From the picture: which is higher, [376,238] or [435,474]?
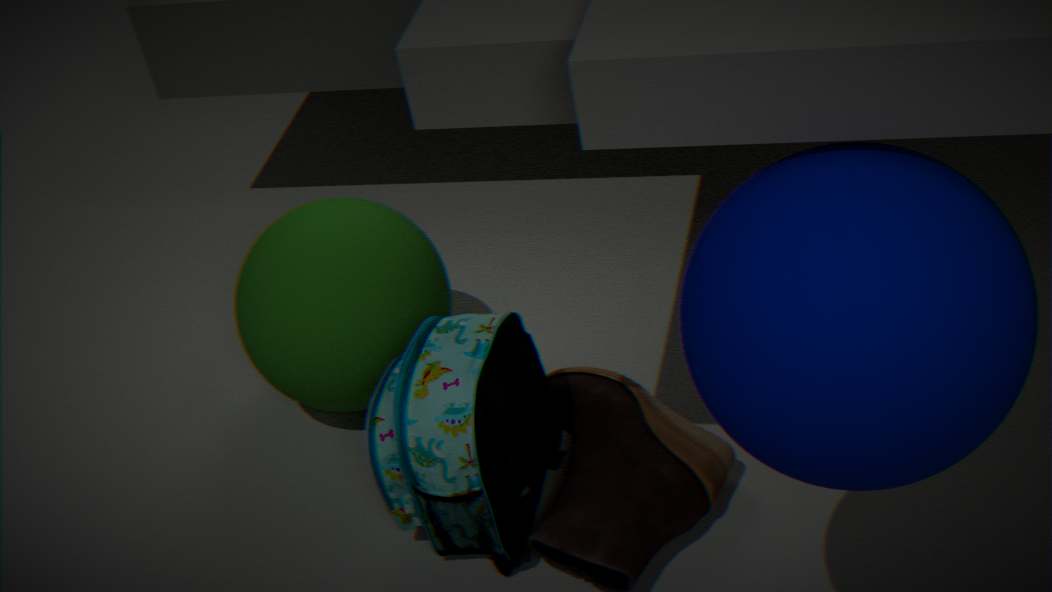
[376,238]
